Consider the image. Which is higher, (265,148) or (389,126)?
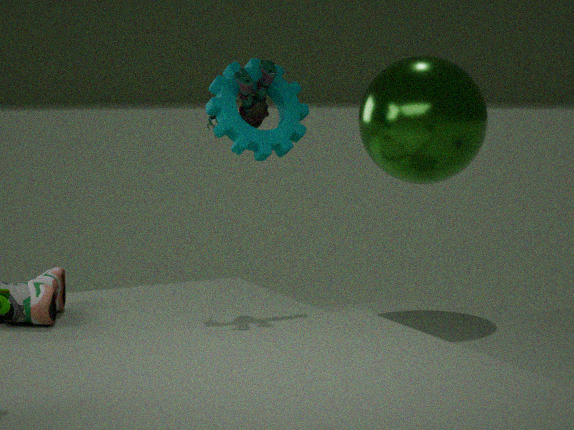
(265,148)
